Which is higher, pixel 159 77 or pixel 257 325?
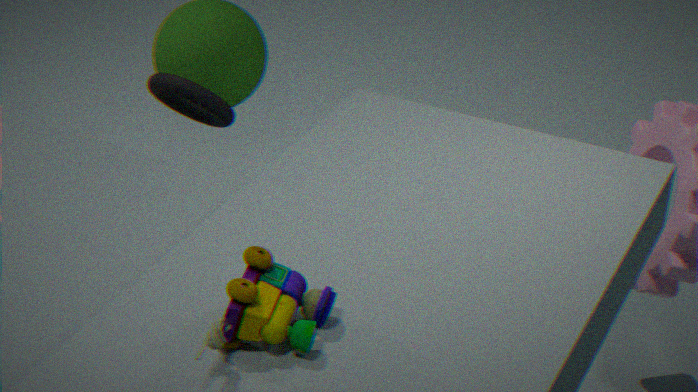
pixel 257 325
